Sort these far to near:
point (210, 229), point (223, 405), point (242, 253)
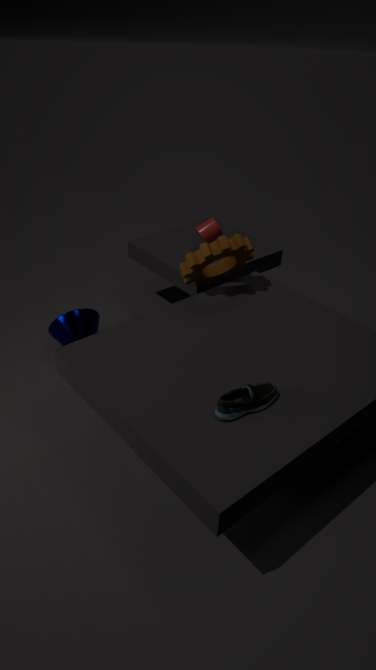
point (210, 229)
point (242, 253)
point (223, 405)
